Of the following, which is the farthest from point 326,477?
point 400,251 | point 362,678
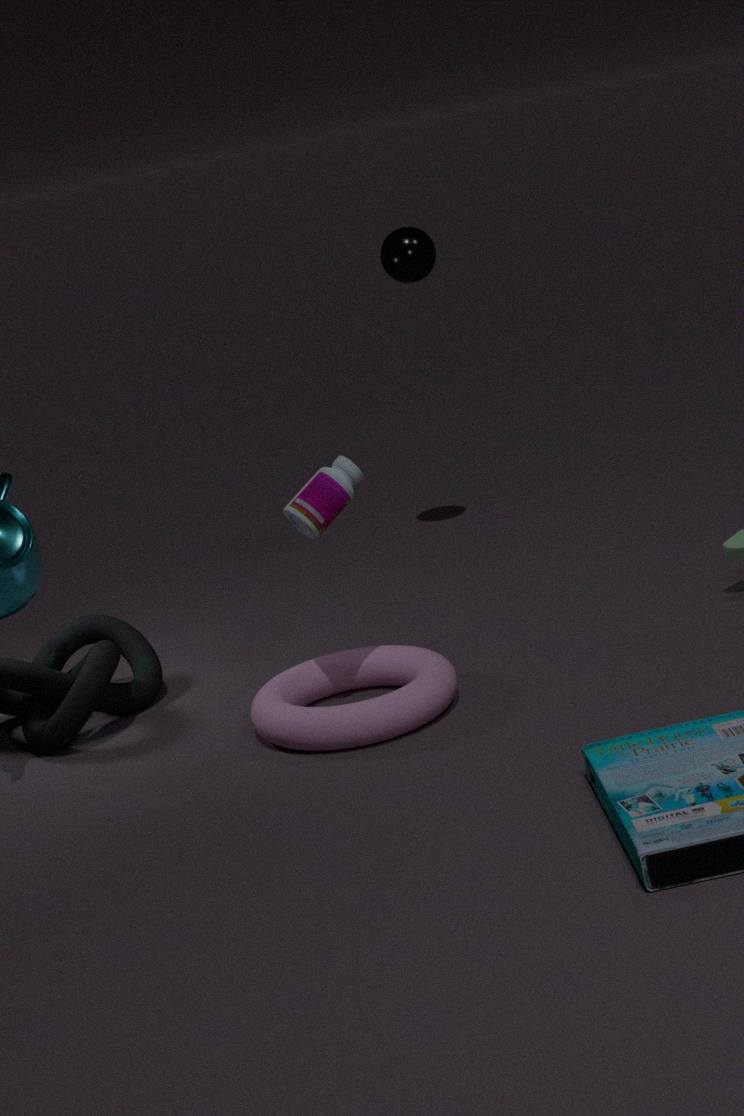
point 400,251
